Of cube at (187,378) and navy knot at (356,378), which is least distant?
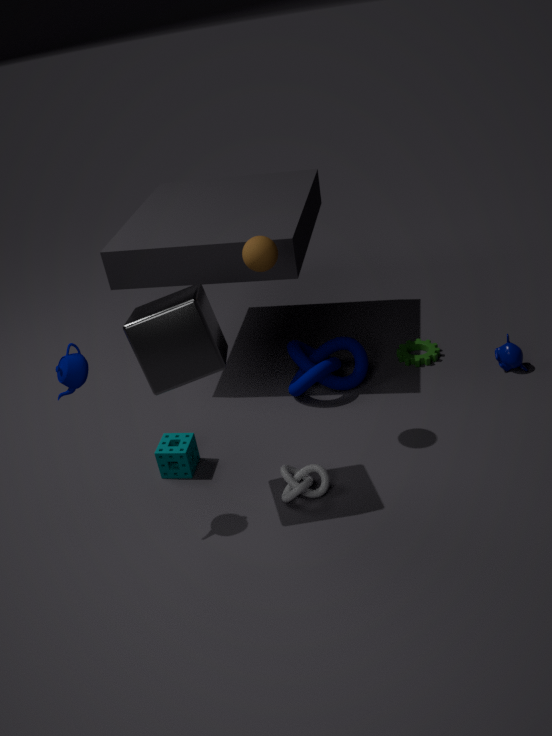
cube at (187,378)
